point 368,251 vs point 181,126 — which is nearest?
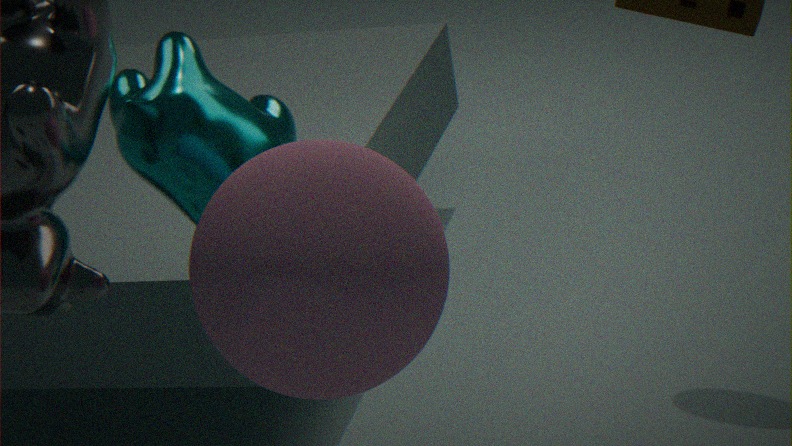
point 368,251
